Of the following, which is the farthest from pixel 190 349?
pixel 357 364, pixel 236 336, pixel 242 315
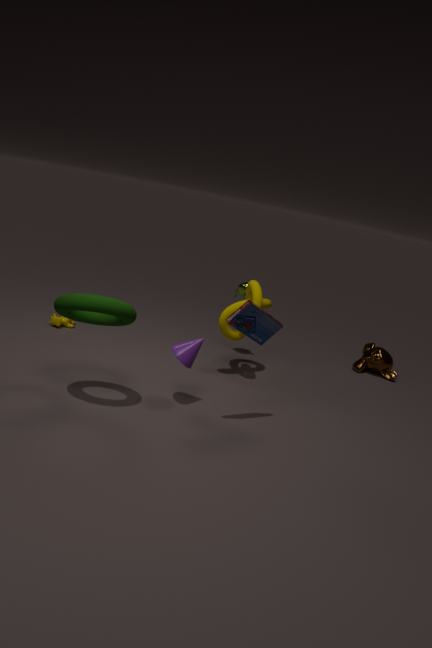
pixel 357 364
